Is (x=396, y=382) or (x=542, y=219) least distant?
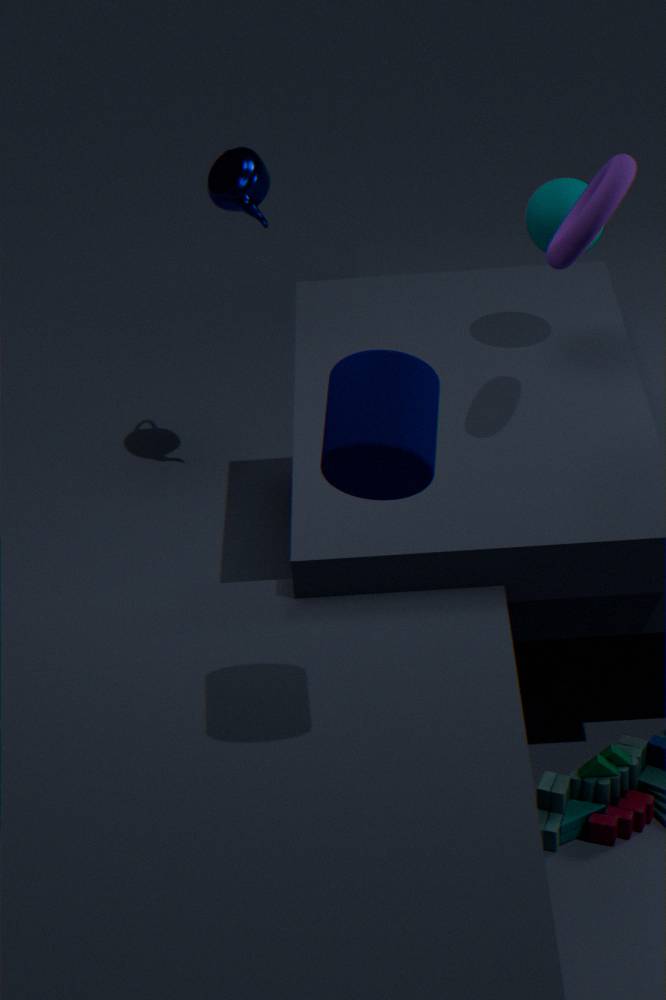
(x=396, y=382)
